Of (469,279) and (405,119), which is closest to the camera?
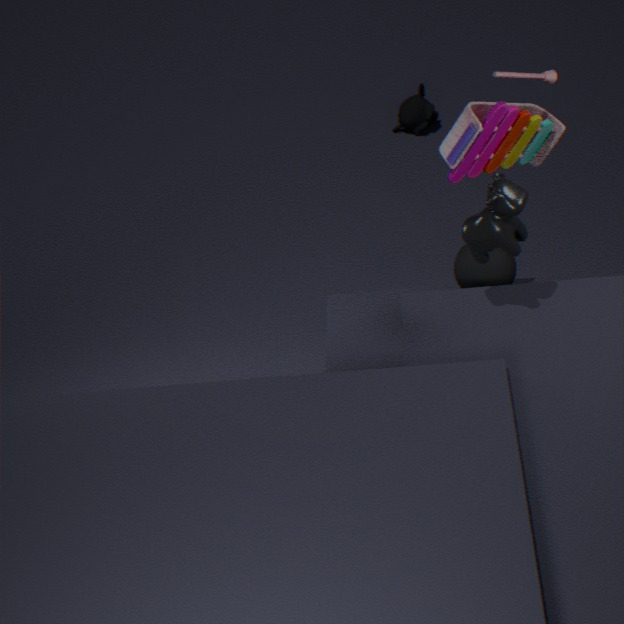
(469,279)
